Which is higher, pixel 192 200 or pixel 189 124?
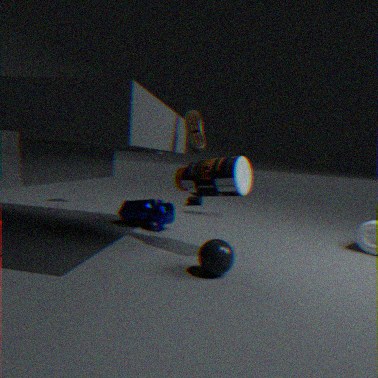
pixel 189 124
